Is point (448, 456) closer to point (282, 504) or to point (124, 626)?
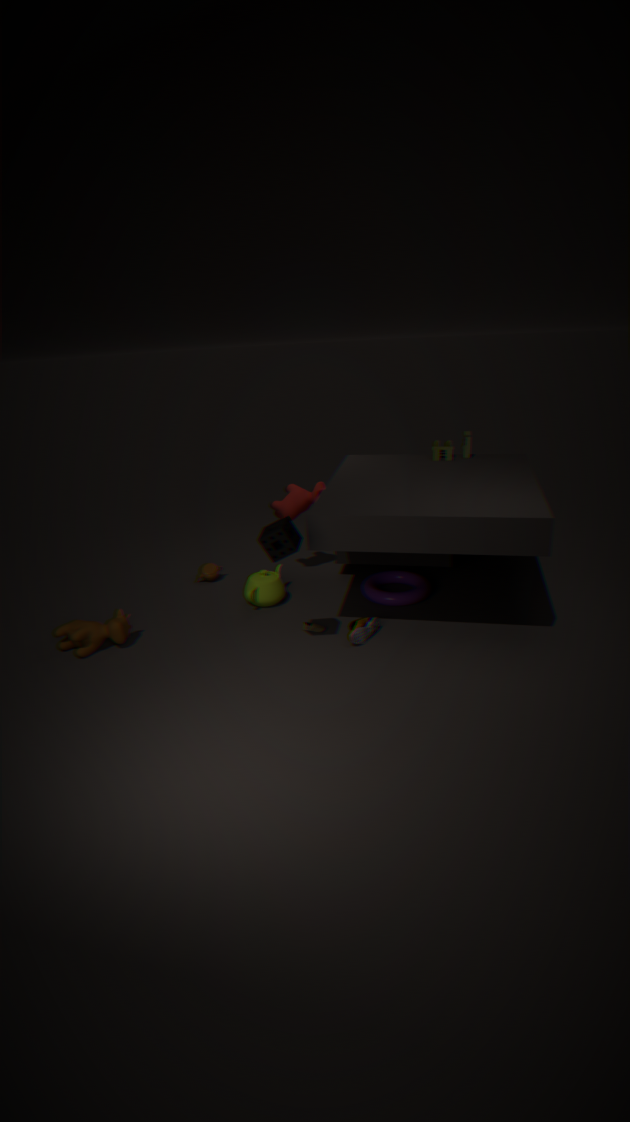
point (282, 504)
